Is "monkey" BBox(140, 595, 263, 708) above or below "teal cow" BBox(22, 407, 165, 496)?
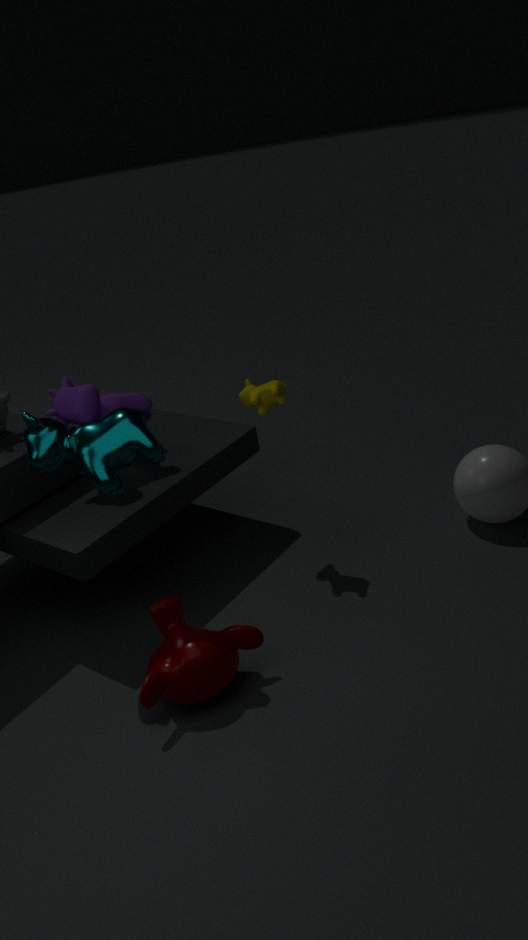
below
